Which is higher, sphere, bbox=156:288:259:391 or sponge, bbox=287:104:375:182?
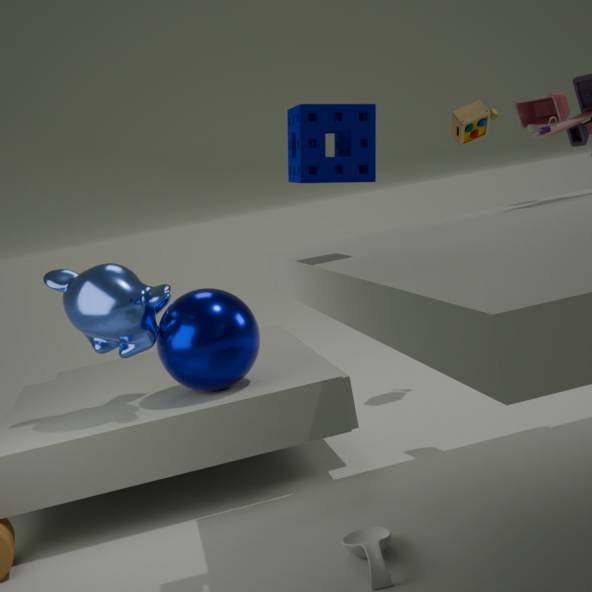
sponge, bbox=287:104:375:182
